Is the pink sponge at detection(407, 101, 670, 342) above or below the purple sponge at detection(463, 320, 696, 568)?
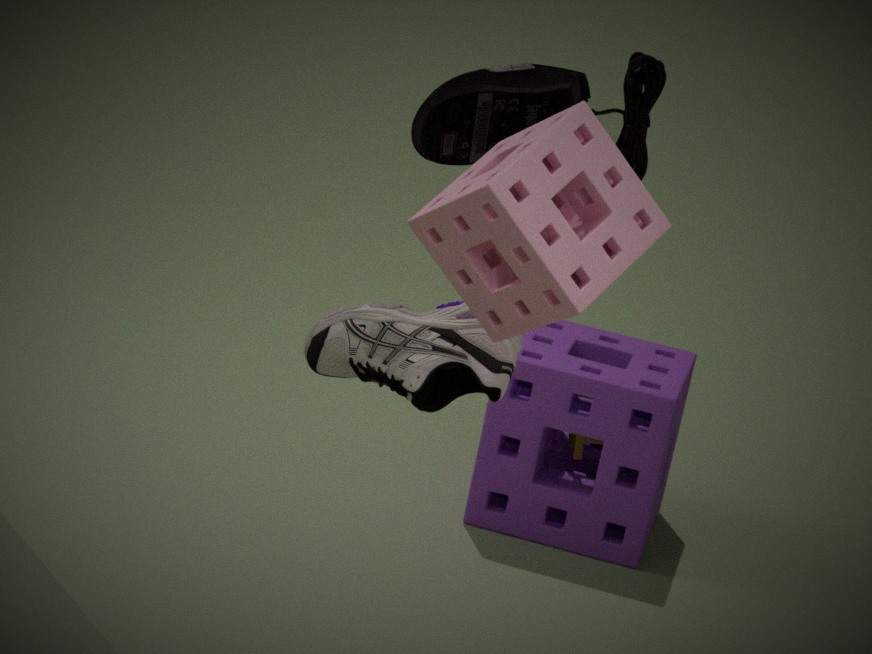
above
